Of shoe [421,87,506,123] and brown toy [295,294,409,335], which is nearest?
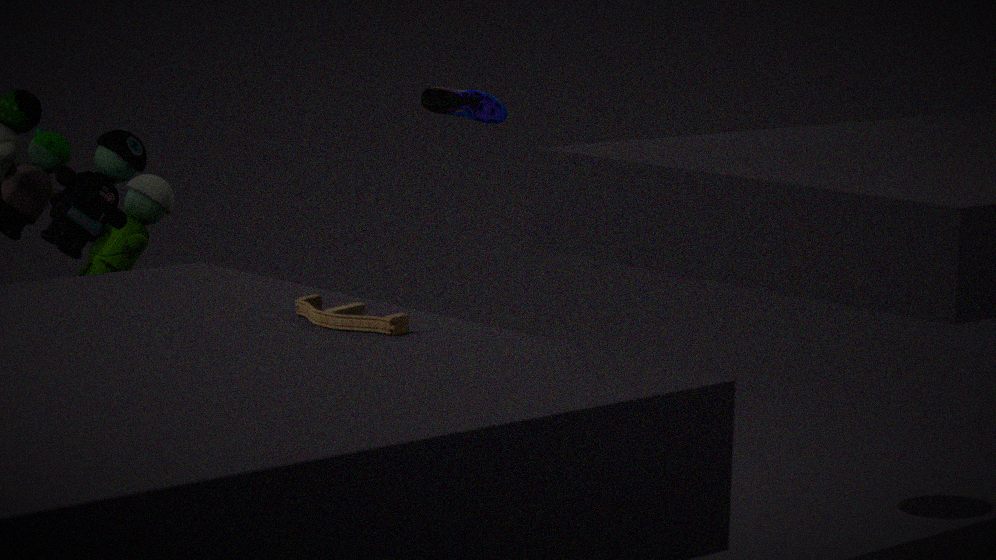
brown toy [295,294,409,335]
